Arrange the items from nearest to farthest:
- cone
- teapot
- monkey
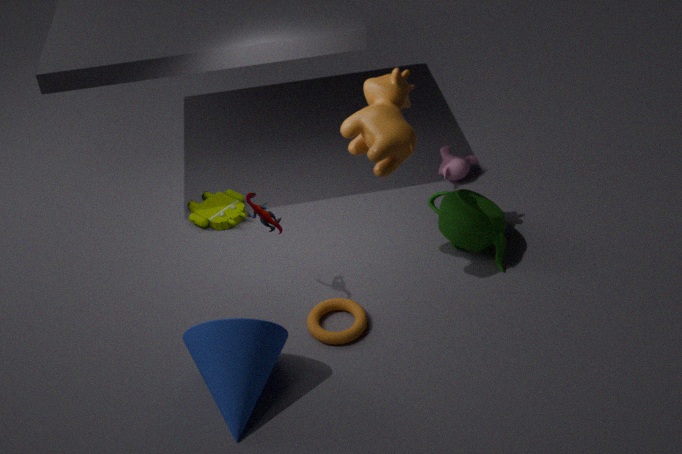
cone < teapot < monkey
